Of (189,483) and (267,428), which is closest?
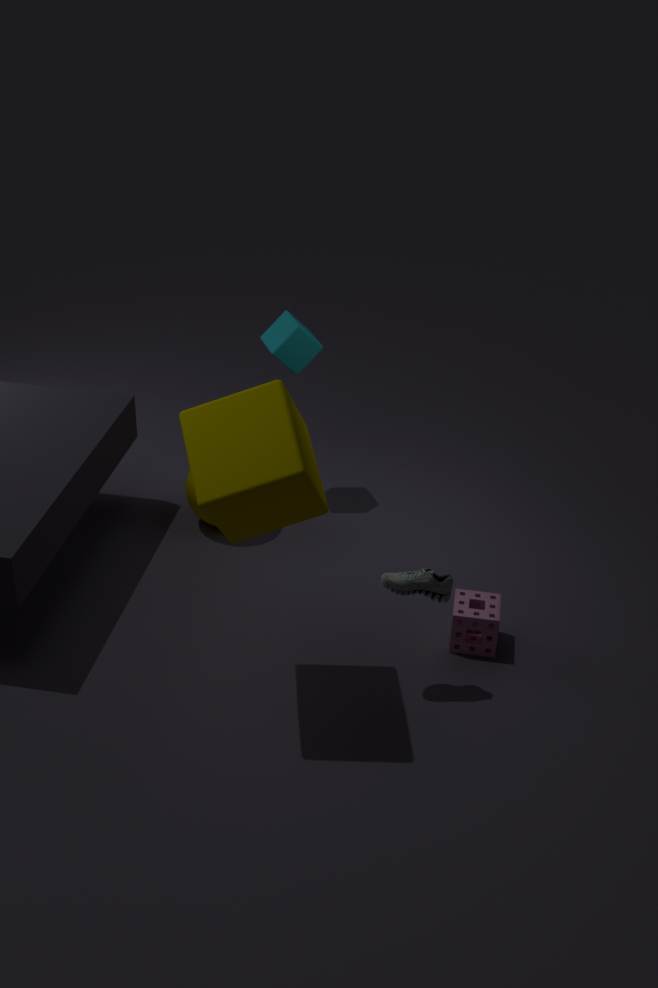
(267,428)
